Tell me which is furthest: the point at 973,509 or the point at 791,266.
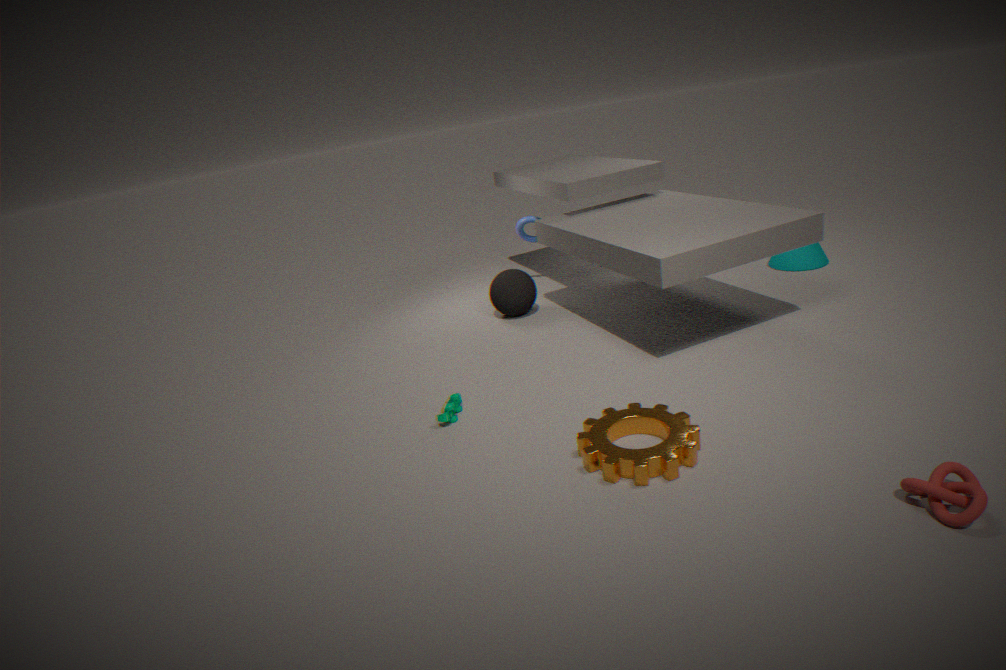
the point at 791,266
